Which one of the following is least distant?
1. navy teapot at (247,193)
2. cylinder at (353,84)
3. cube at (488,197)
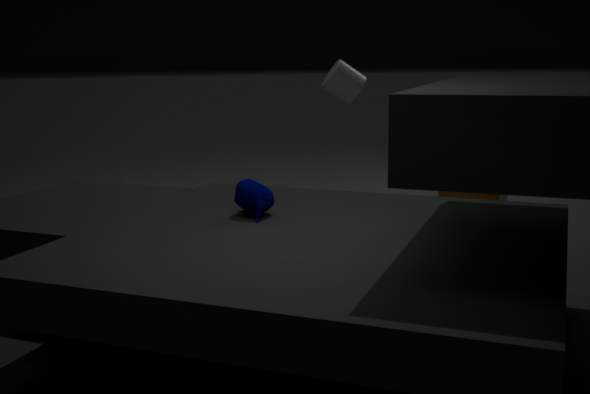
navy teapot at (247,193)
